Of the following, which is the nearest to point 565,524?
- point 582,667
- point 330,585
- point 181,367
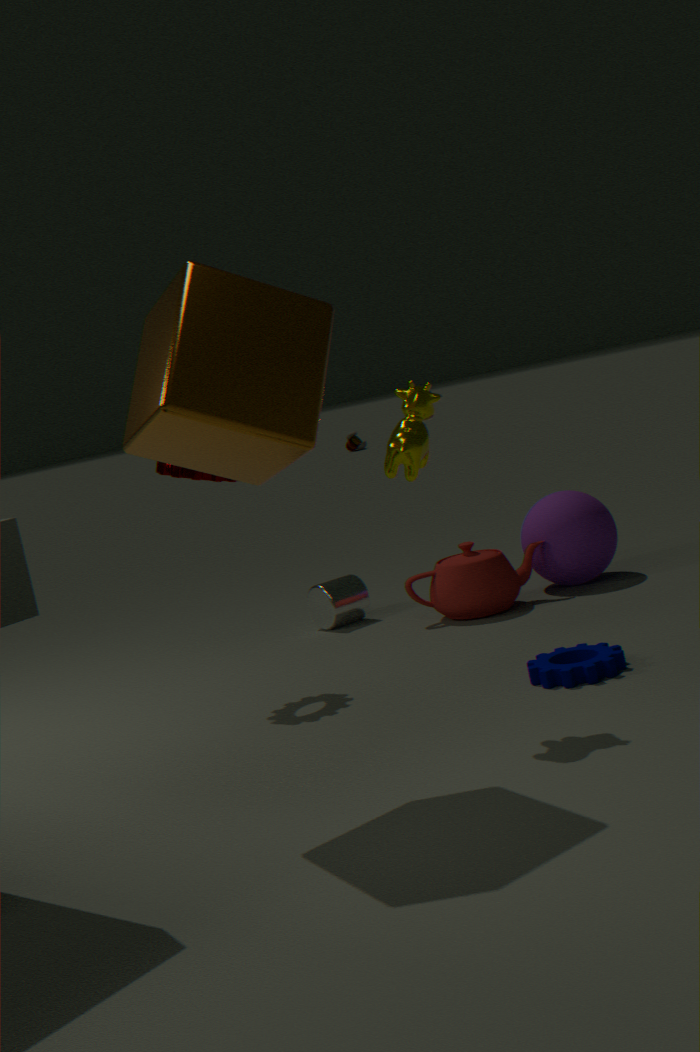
point 330,585
